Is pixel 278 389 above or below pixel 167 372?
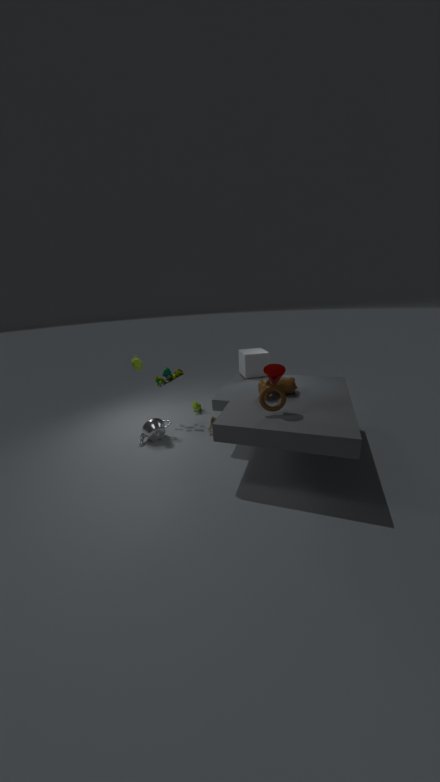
above
